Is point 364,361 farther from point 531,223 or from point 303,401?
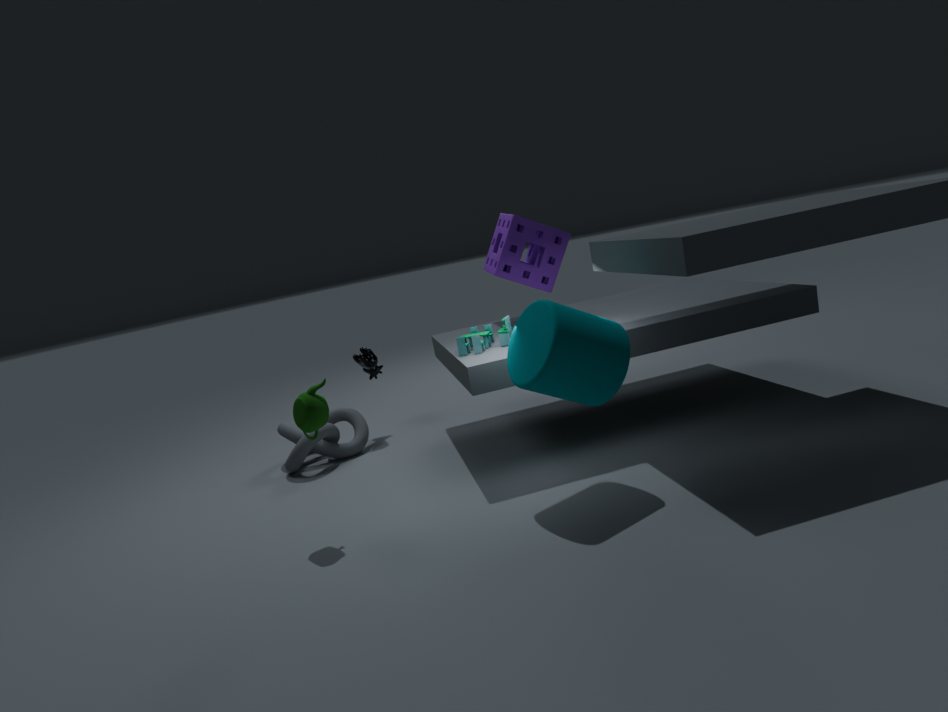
point 303,401
